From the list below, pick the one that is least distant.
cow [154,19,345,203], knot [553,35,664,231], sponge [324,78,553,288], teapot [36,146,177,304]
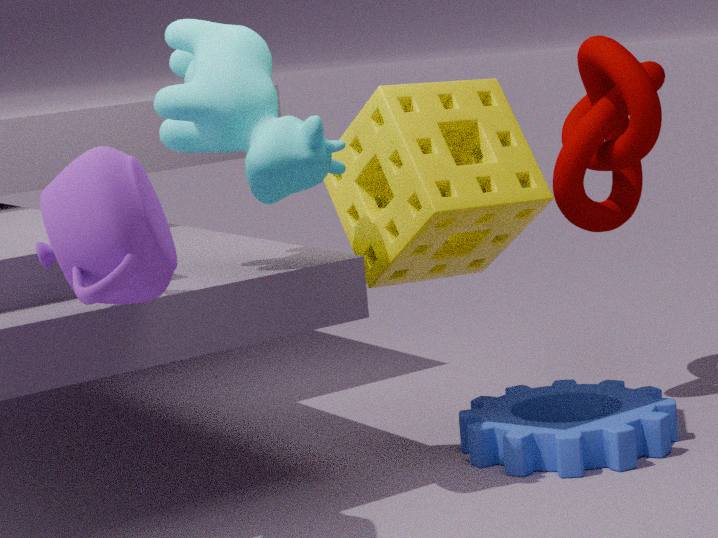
teapot [36,146,177,304]
